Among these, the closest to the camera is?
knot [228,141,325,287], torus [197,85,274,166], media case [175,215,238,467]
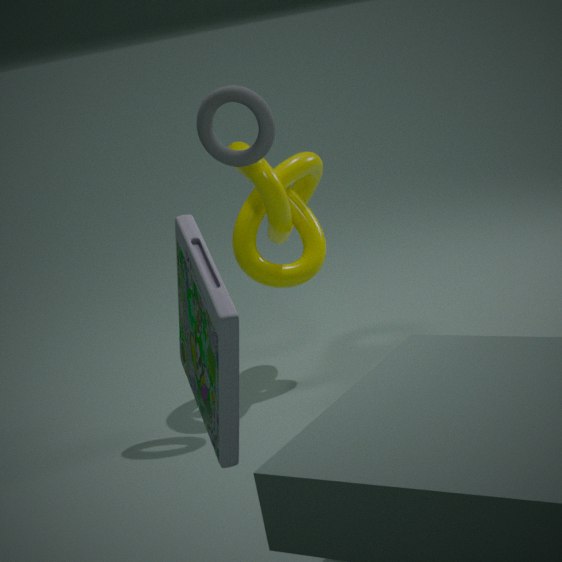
media case [175,215,238,467]
